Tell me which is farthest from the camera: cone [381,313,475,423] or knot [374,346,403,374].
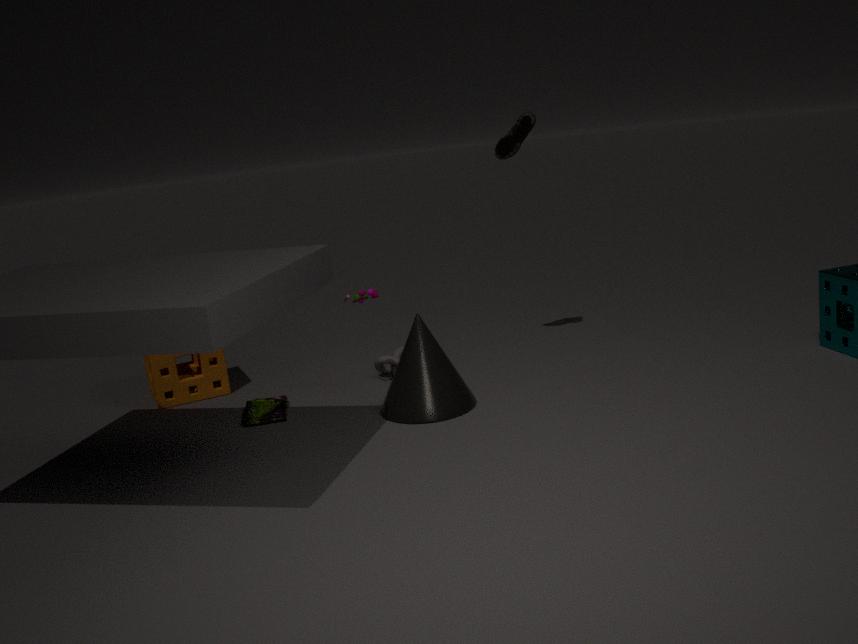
knot [374,346,403,374]
